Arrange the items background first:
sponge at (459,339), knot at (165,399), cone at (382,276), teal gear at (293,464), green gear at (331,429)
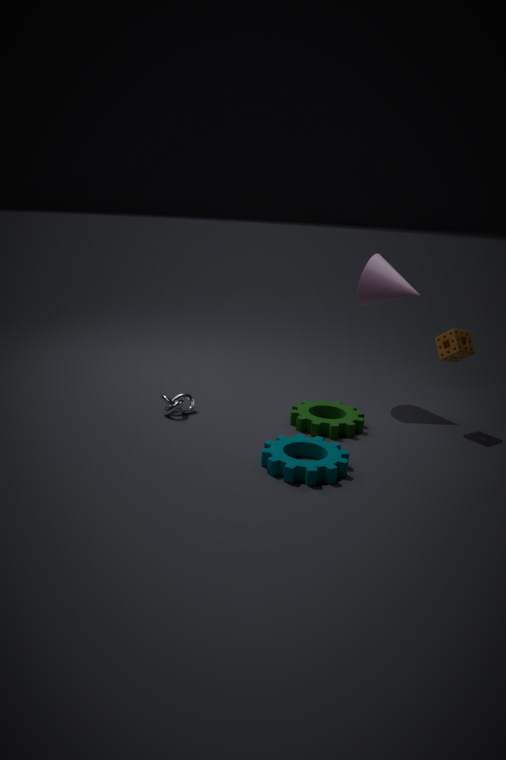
cone at (382,276), knot at (165,399), sponge at (459,339), green gear at (331,429), teal gear at (293,464)
